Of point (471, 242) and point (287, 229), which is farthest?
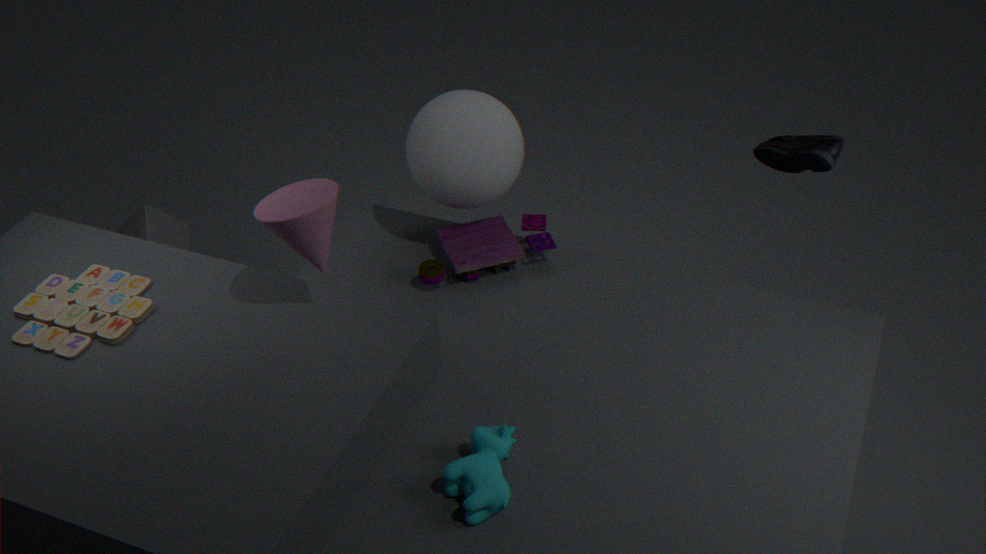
point (471, 242)
